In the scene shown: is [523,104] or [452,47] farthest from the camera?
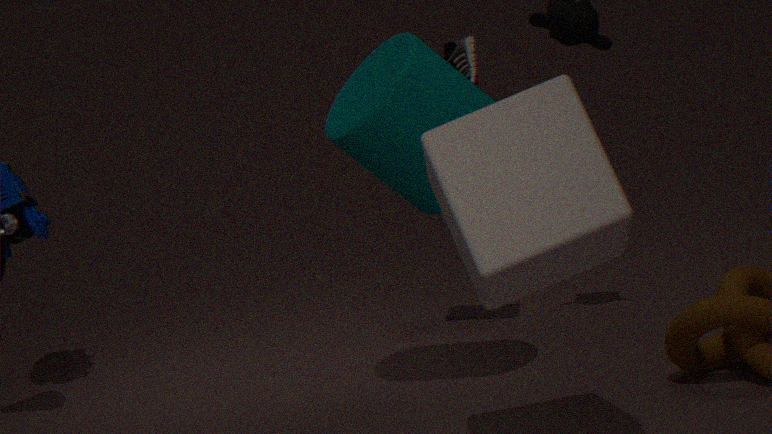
[452,47]
